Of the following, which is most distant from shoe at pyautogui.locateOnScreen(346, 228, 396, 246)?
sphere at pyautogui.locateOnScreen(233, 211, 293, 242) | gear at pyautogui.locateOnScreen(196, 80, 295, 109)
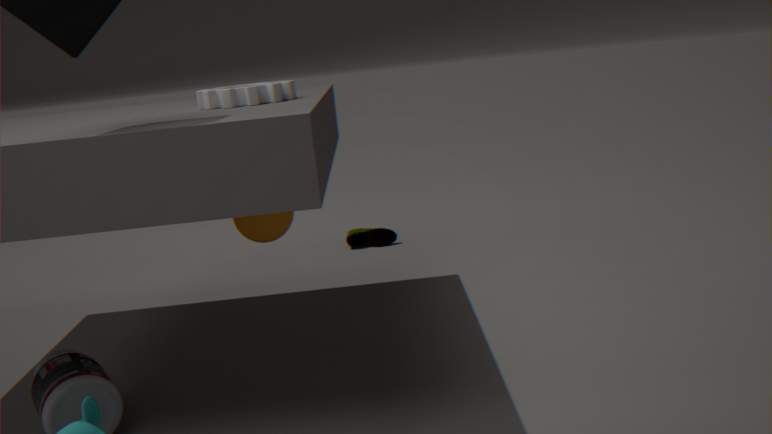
gear at pyautogui.locateOnScreen(196, 80, 295, 109)
